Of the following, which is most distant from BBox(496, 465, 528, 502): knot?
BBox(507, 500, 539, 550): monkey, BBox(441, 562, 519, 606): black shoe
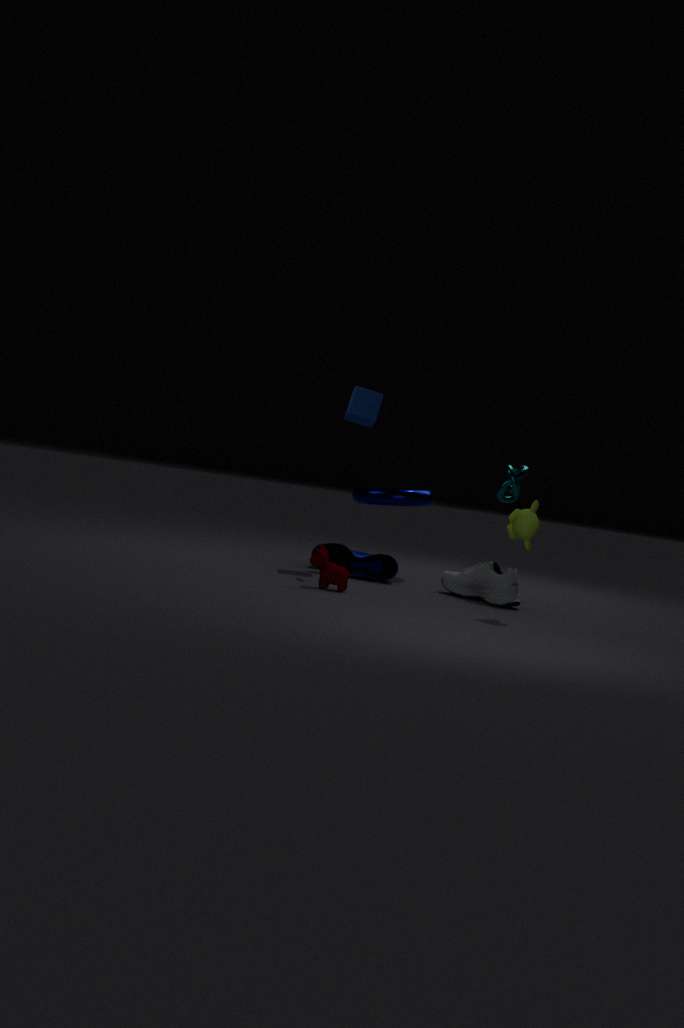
BBox(507, 500, 539, 550): monkey
